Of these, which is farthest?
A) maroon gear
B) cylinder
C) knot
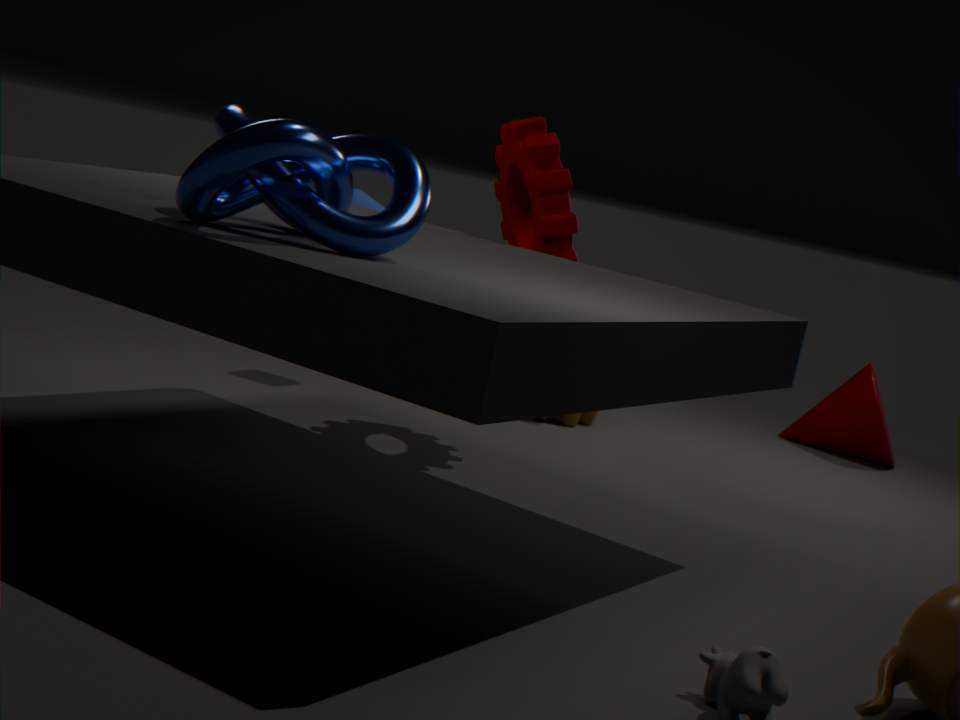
cylinder
